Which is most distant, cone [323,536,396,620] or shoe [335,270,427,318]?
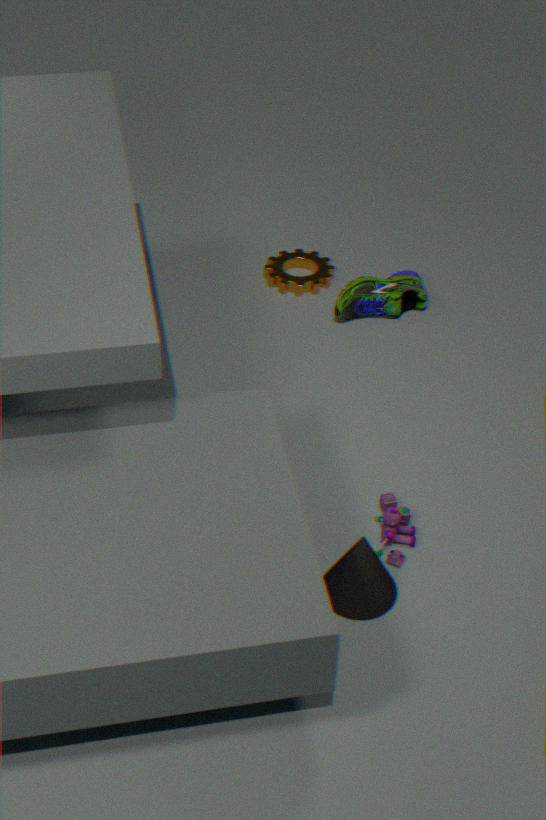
shoe [335,270,427,318]
